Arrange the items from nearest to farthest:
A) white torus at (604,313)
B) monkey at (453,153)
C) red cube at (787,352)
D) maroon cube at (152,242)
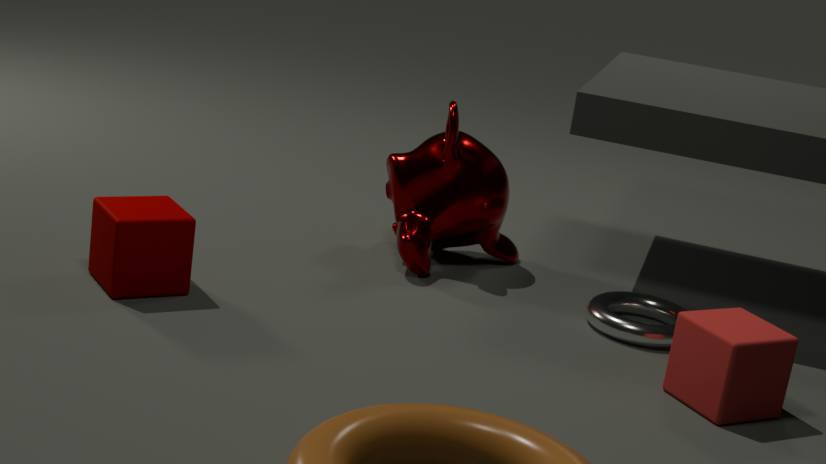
red cube at (787,352), maroon cube at (152,242), white torus at (604,313), monkey at (453,153)
